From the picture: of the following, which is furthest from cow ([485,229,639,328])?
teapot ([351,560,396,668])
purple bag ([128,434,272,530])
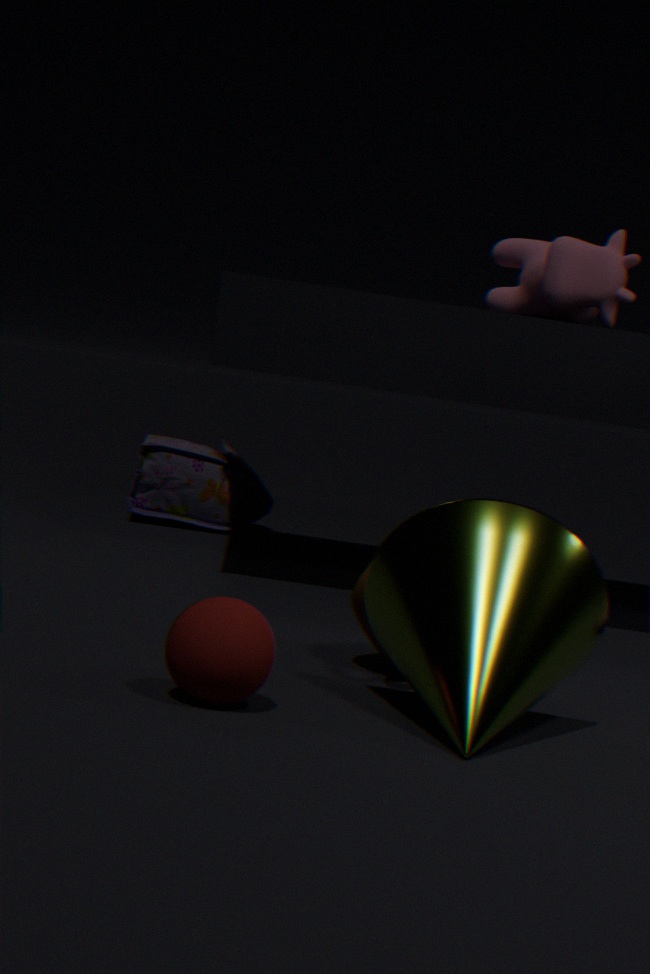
purple bag ([128,434,272,530])
